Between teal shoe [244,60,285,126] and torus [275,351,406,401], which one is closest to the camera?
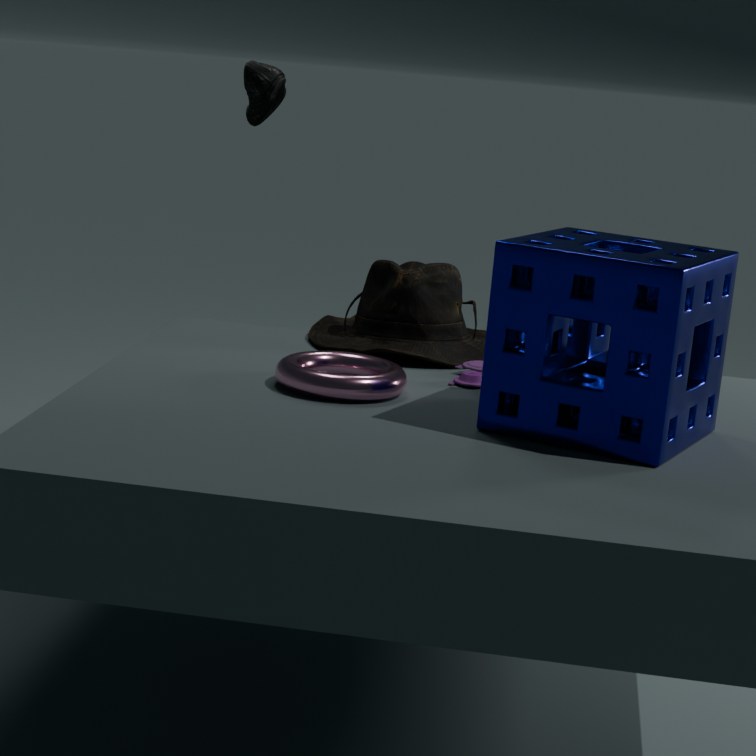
torus [275,351,406,401]
